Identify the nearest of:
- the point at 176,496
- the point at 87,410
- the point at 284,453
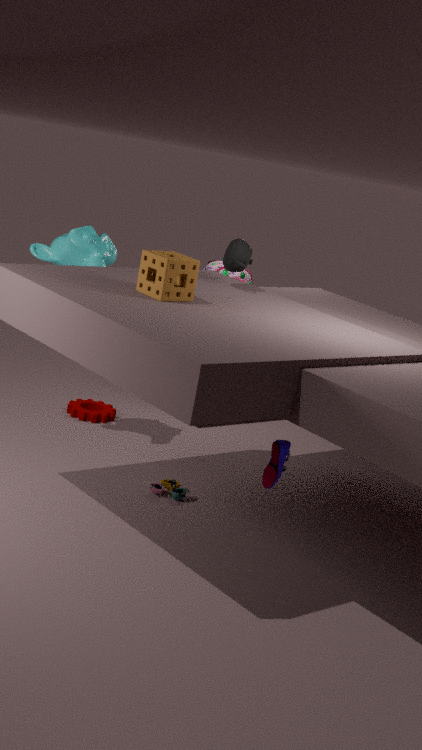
the point at 284,453
